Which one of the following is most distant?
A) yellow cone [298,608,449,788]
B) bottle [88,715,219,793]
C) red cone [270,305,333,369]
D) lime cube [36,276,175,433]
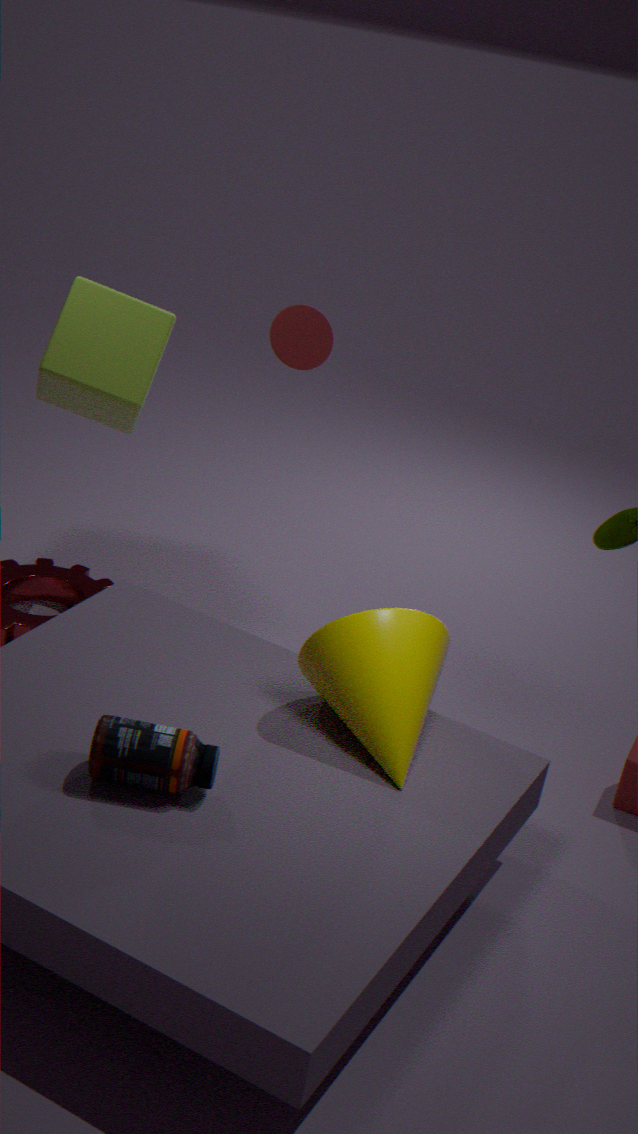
lime cube [36,276,175,433]
